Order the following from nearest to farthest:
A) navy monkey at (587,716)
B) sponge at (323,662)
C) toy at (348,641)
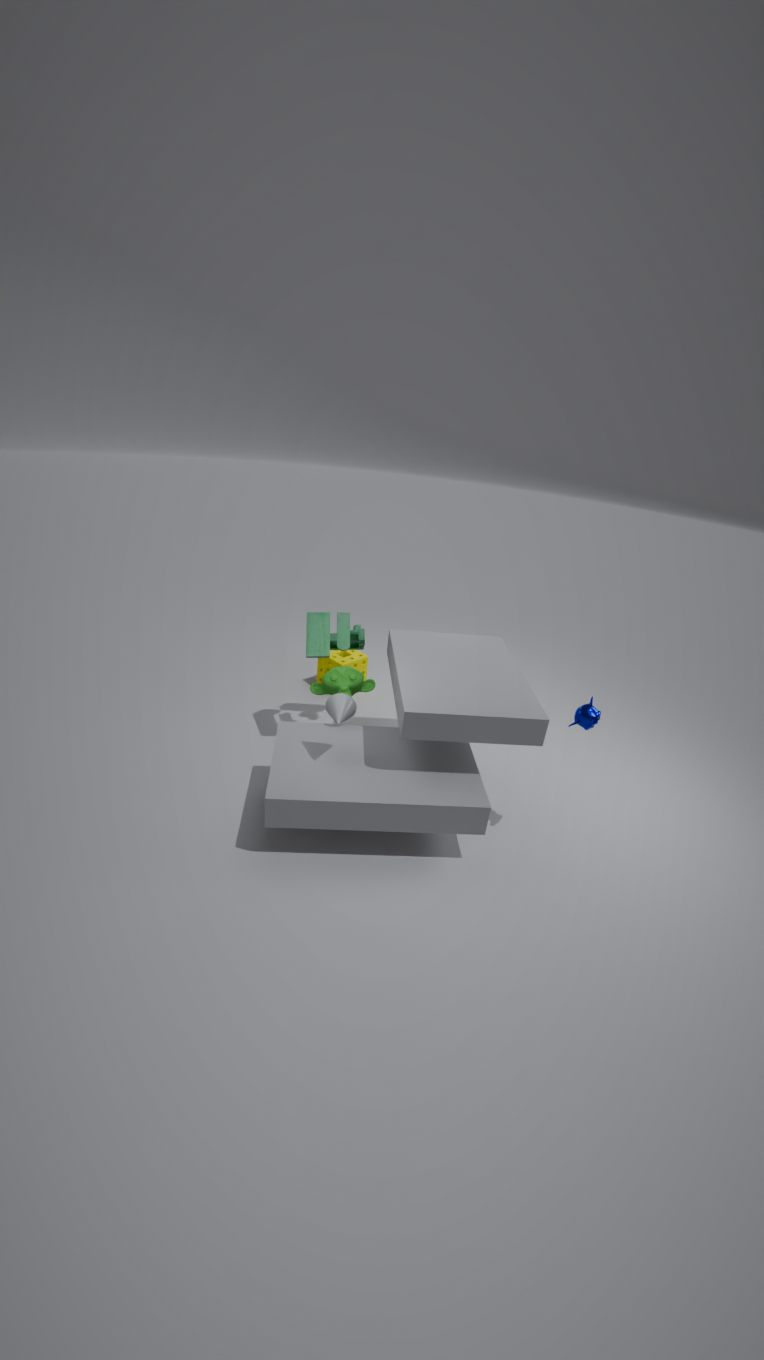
A. navy monkey at (587,716) < C. toy at (348,641) < B. sponge at (323,662)
